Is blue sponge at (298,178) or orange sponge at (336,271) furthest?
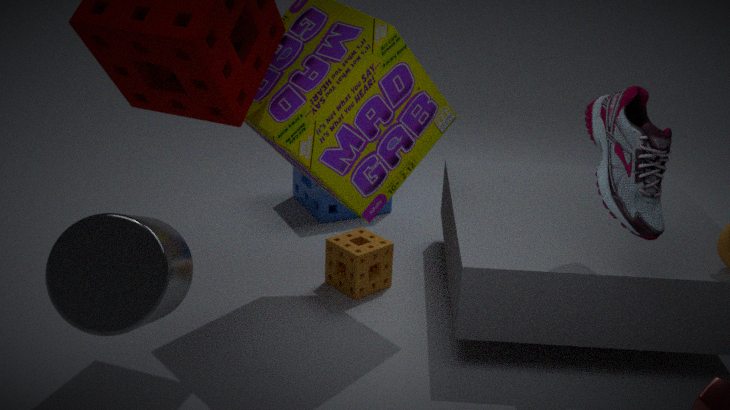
blue sponge at (298,178)
